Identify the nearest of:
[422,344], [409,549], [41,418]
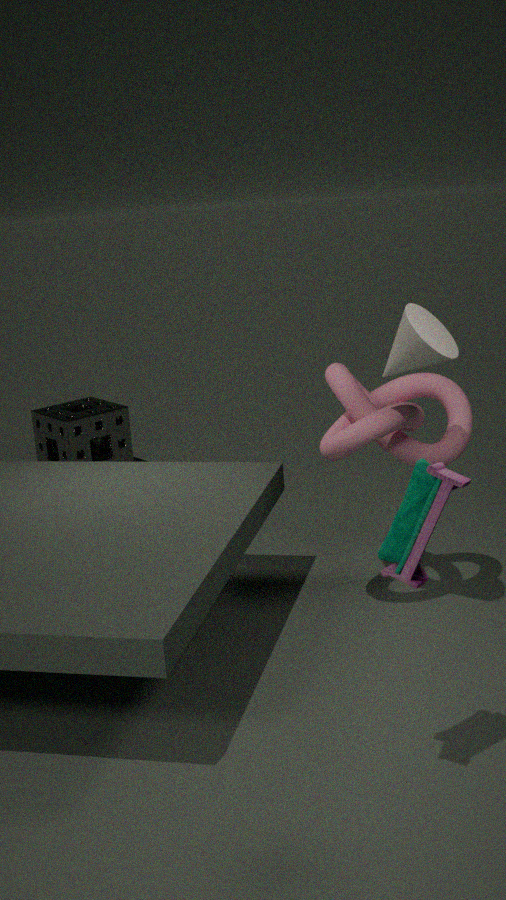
[409,549]
